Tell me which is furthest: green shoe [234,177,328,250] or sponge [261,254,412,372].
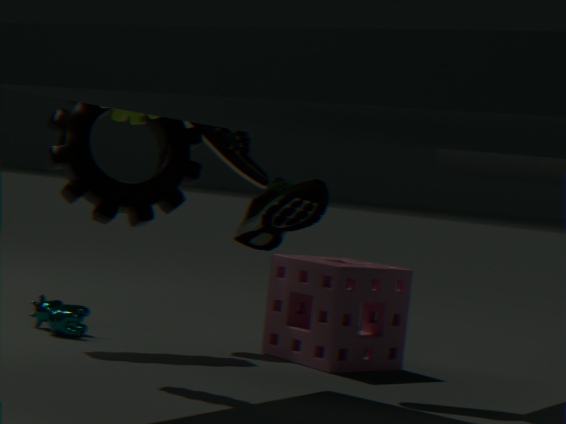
sponge [261,254,412,372]
